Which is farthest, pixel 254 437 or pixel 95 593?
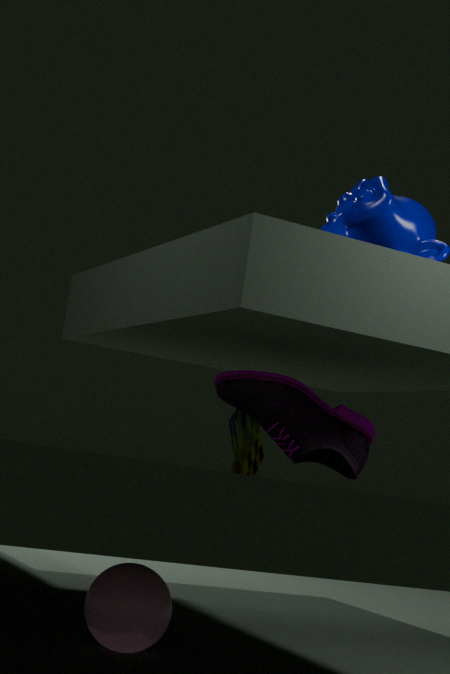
pixel 254 437
